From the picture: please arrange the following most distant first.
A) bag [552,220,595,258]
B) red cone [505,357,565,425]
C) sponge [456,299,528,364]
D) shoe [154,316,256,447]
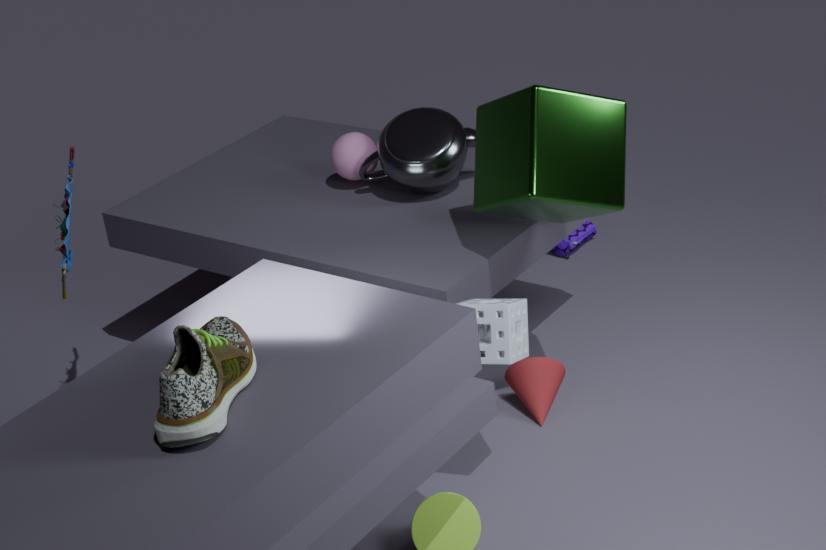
bag [552,220,595,258], red cone [505,357,565,425], sponge [456,299,528,364], shoe [154,316,256,447]
